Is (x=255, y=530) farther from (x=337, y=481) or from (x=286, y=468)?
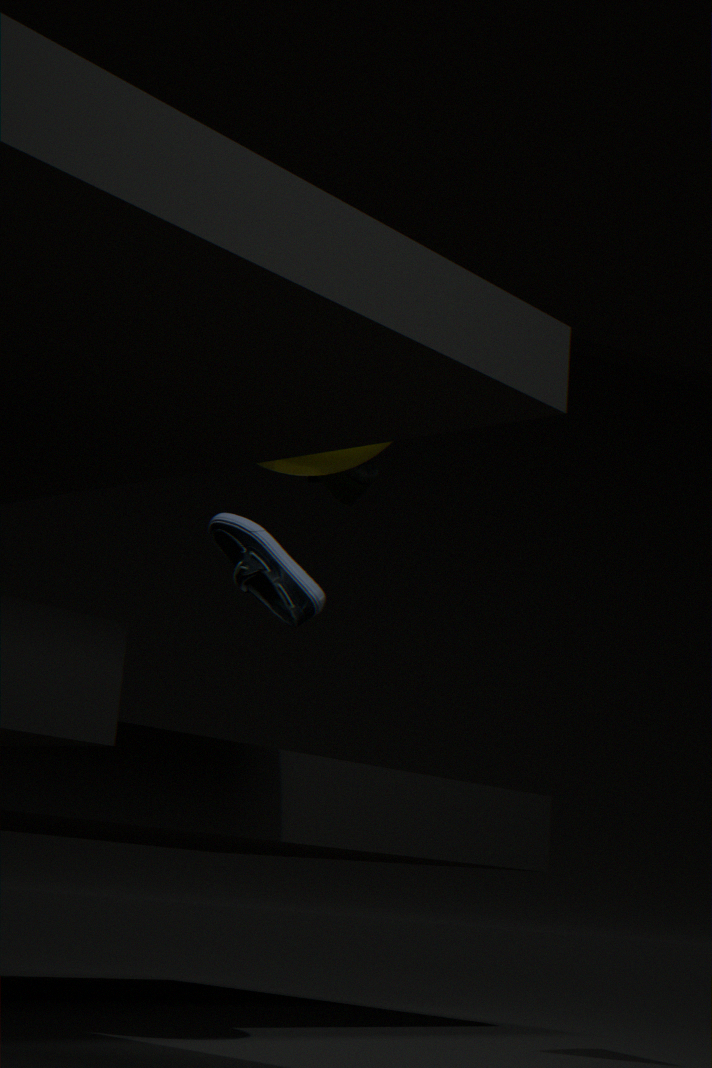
(x=286, y=468)
